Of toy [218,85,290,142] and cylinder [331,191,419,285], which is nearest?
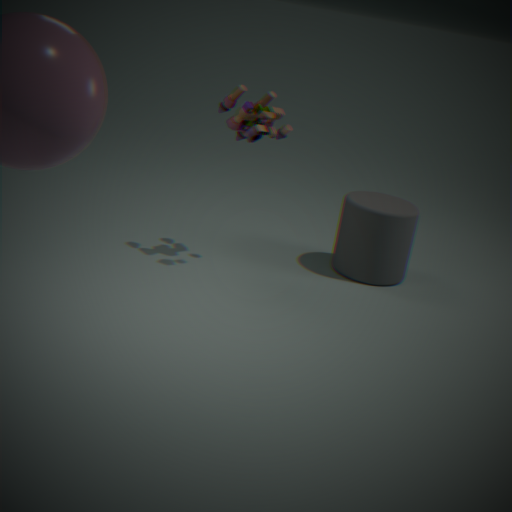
toy [218,85,290,142]
